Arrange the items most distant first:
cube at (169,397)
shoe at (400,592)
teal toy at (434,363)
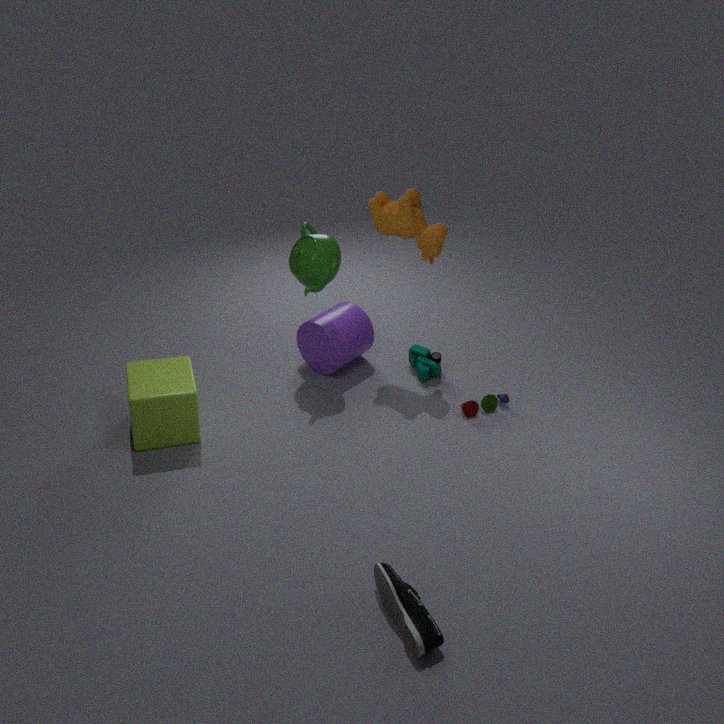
teal toy at (434,363), cube at (169,397), shoe at (400,592)
